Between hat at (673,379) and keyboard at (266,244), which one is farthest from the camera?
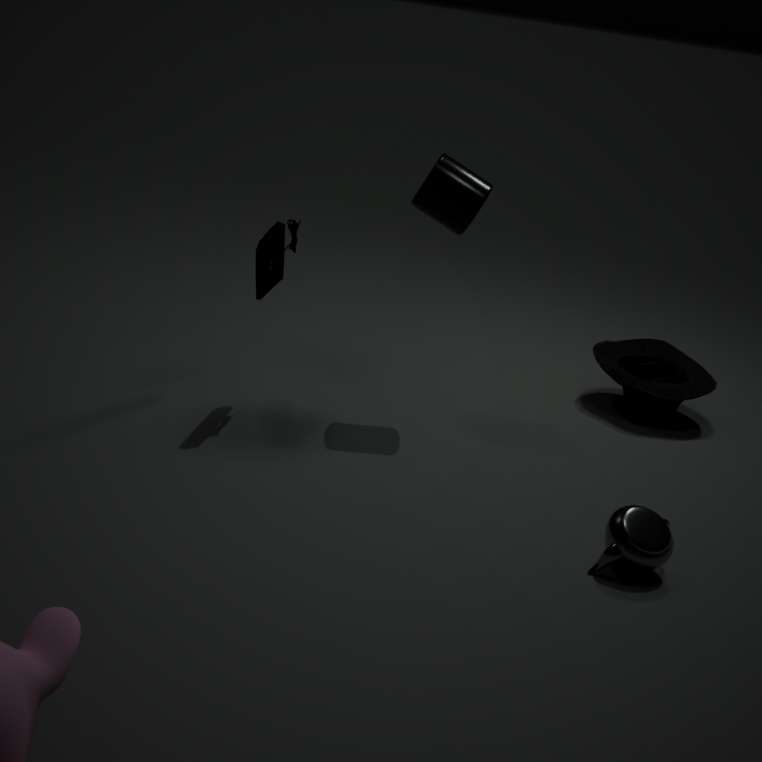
hat at (673,379)
